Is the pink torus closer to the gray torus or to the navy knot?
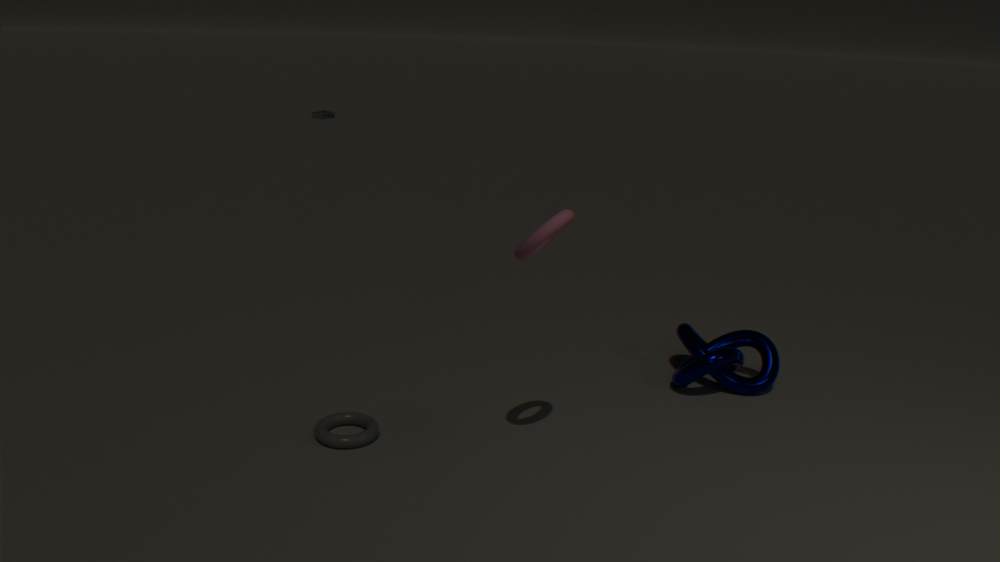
the gray torus
